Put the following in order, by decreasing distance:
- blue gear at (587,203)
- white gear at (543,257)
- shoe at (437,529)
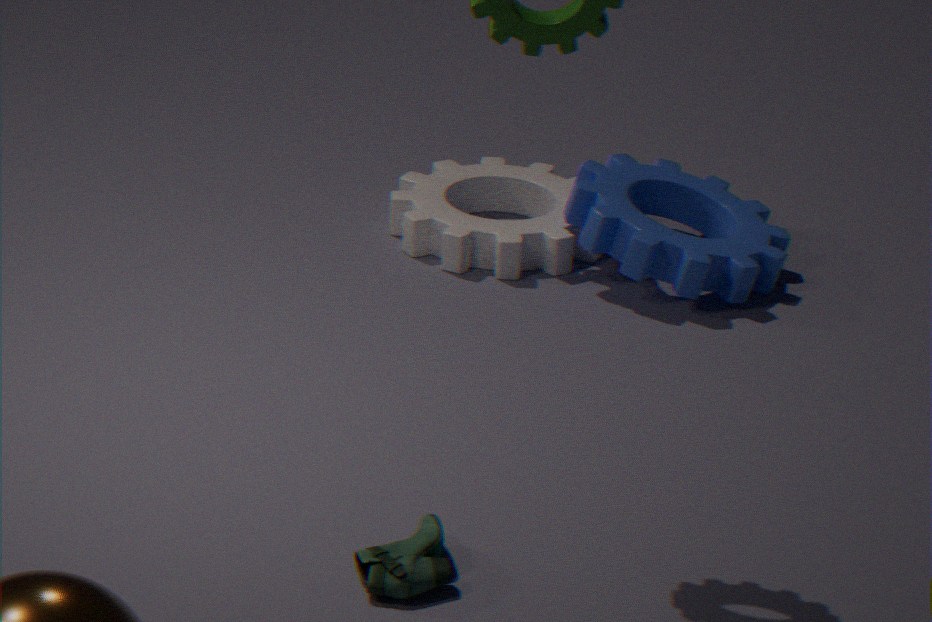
white gear at (543,257)
blue gear at (587,203)
shoe at (437,529)
